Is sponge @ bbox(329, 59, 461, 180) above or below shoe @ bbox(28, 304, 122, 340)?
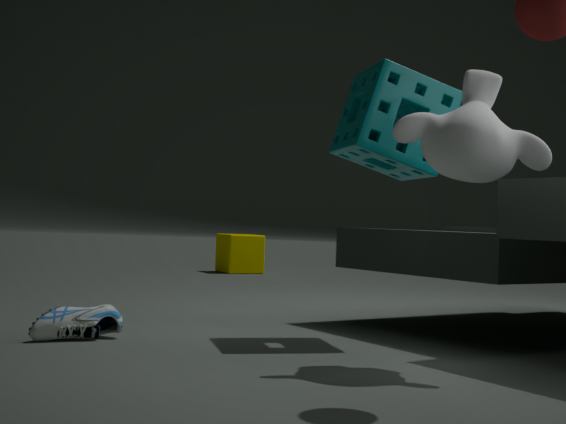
above
